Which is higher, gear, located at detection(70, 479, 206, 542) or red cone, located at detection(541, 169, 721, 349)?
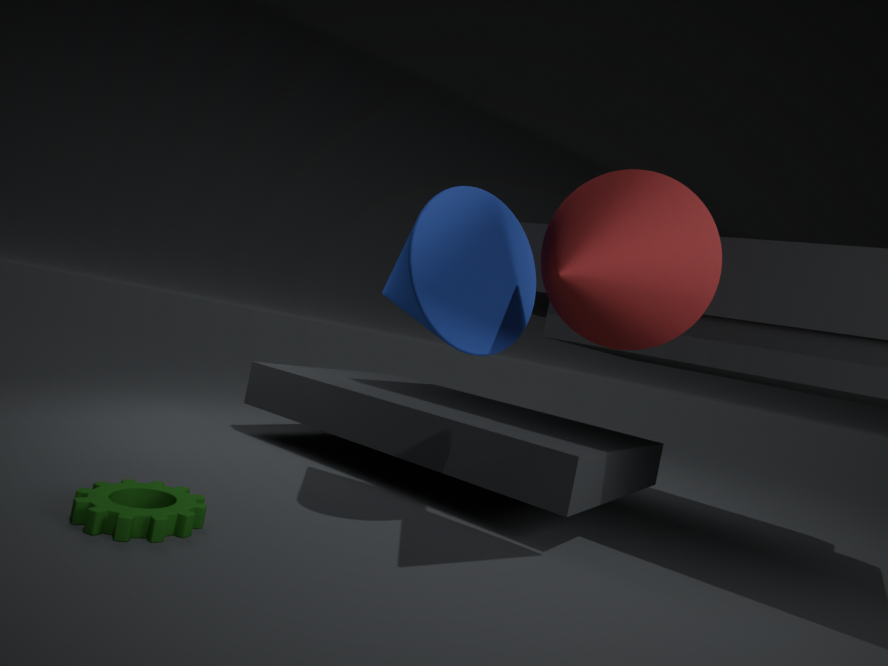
red cone, located at detection(541, 169, 721, 349)
